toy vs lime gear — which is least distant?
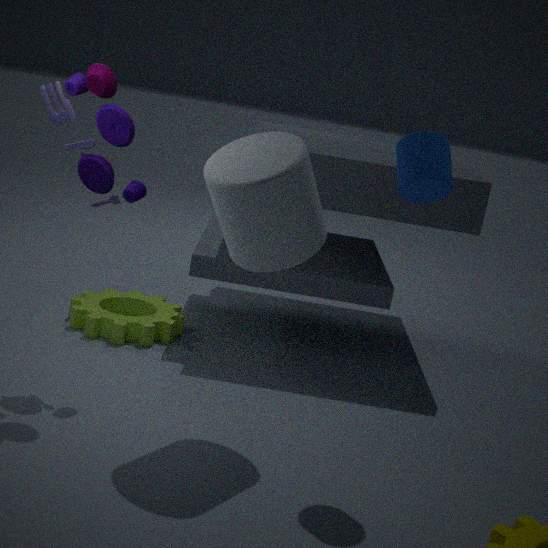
toy
